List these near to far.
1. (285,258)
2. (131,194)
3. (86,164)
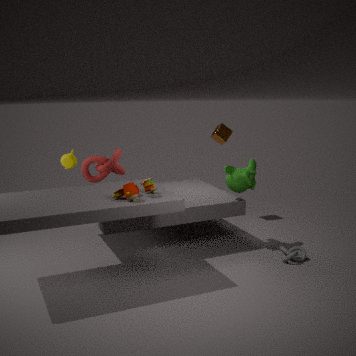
(131,194)
(285,258)
(86,164)
